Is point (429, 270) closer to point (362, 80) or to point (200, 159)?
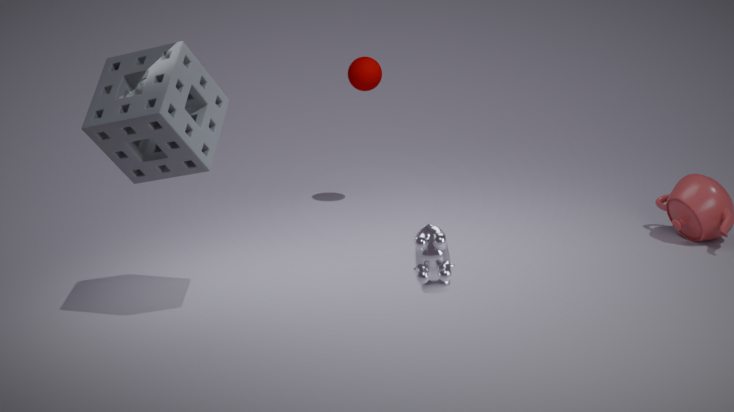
point (200, 159)
